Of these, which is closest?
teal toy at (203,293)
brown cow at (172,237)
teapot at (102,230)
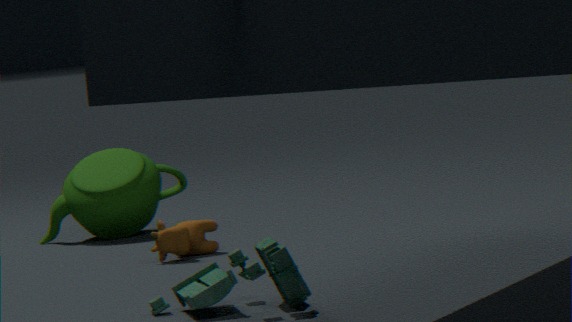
teal toy at (203,293)
